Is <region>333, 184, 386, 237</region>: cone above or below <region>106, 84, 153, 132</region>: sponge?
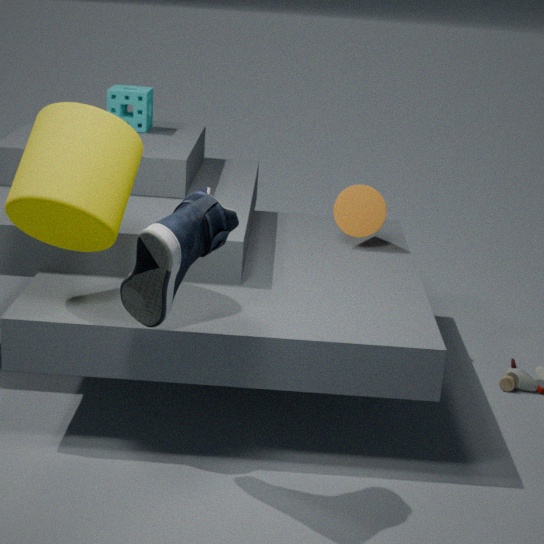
below
